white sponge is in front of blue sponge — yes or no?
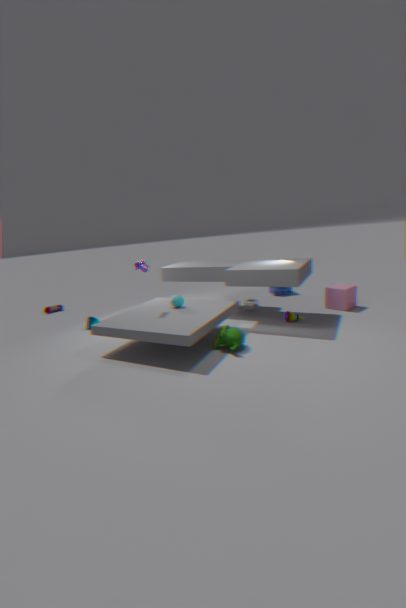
Yes
